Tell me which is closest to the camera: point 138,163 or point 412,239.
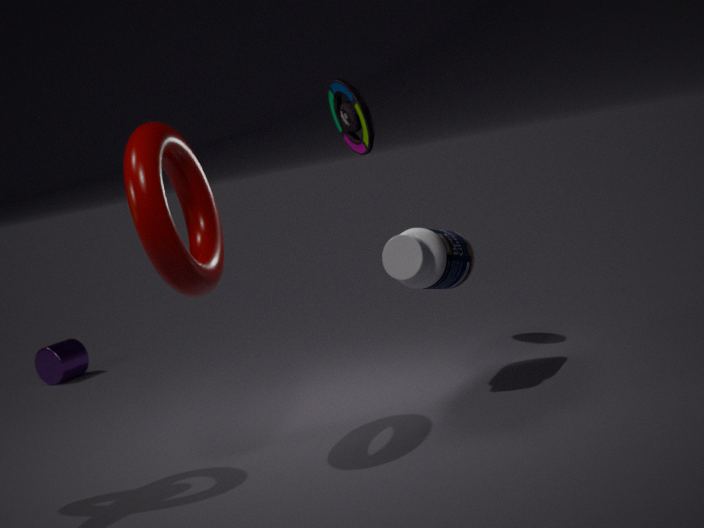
point 138,163
